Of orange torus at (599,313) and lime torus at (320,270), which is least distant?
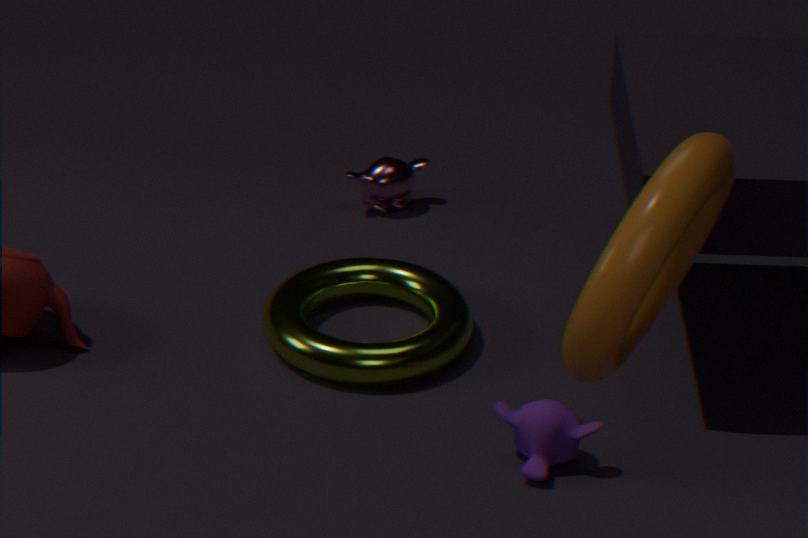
→ orange torus at (599,313)
